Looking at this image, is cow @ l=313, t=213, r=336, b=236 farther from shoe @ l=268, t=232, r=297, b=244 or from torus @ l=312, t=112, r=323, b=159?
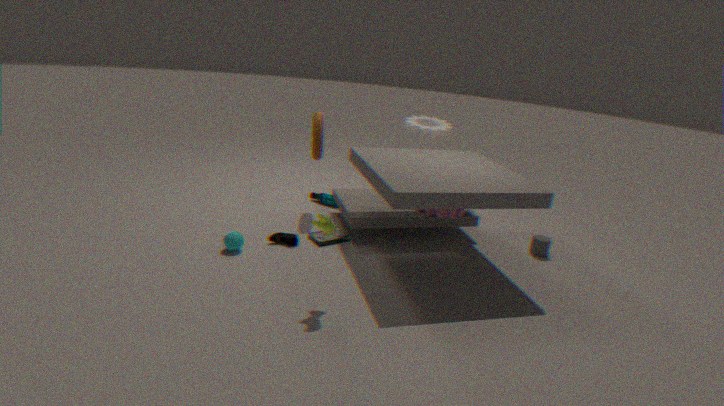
torus @ l=312, t=112, r=323, b=159
